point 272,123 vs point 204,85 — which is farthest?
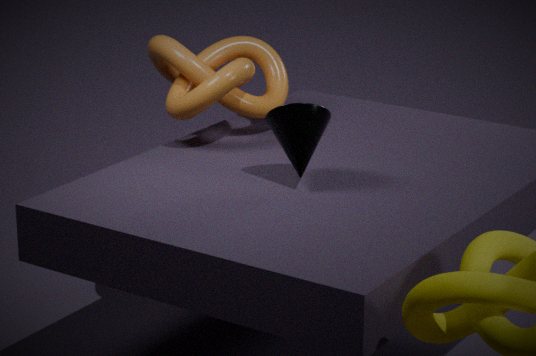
point 204,85
